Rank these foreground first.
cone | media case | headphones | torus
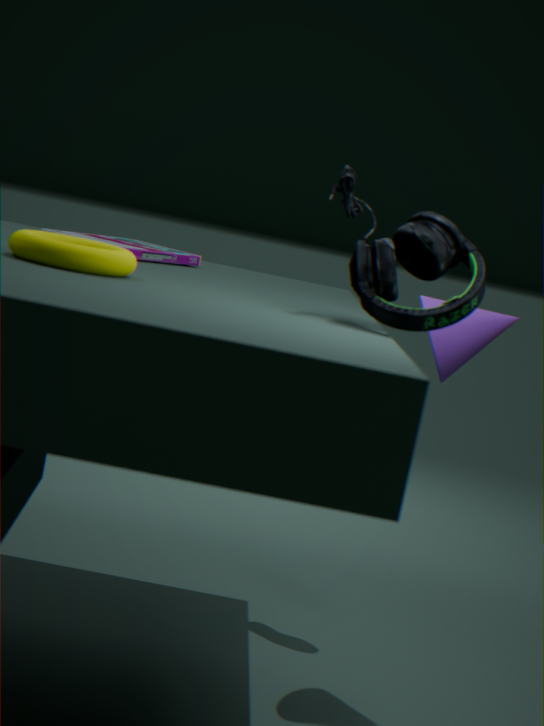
1. torus
2. headphones
3. cone
4. media case
